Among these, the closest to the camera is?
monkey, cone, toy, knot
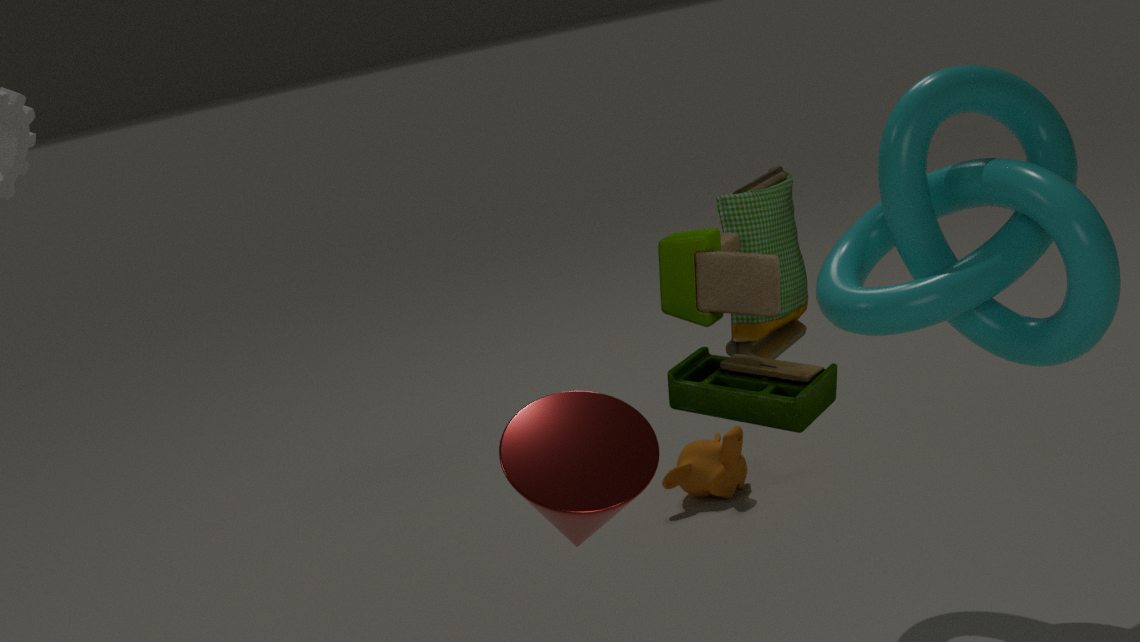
toy
